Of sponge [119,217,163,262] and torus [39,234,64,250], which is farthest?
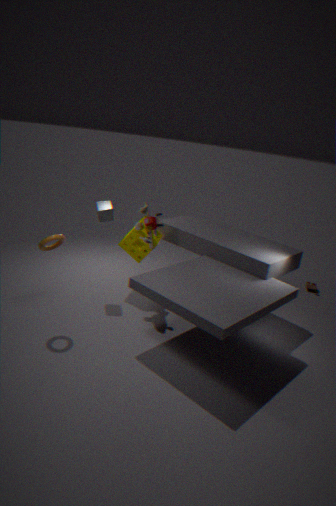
sponge [119,217,163,262]
